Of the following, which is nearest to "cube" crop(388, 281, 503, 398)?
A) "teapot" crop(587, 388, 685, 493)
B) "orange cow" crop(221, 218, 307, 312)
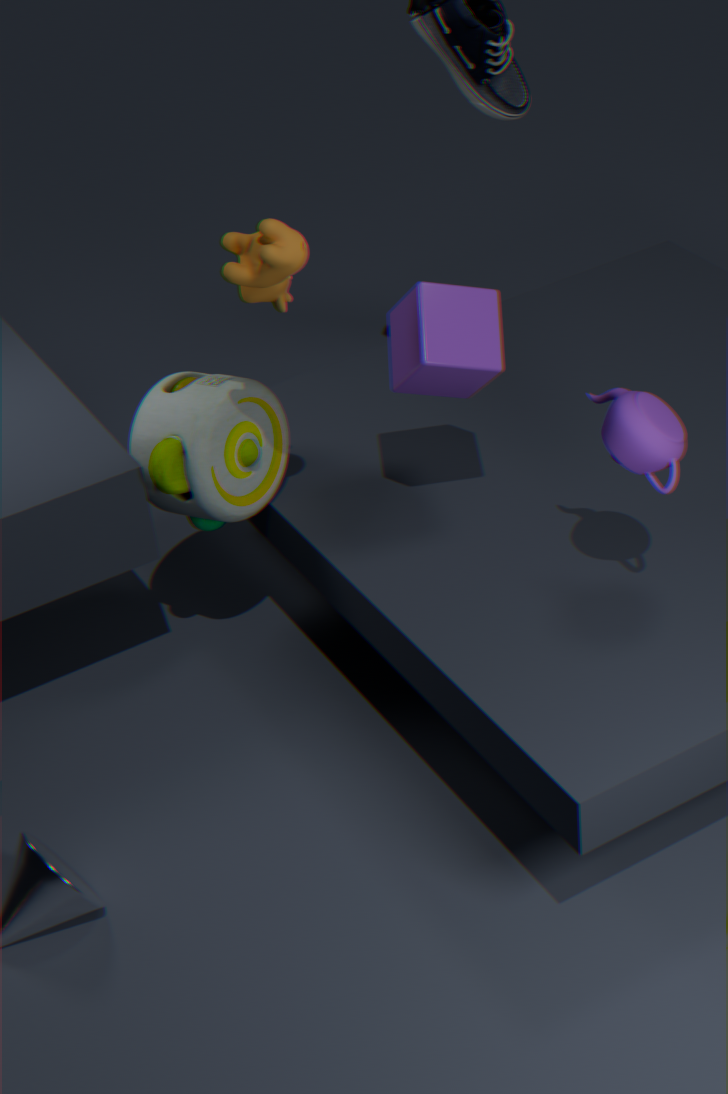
"teapot" crop(587, 388, 685, 493)
